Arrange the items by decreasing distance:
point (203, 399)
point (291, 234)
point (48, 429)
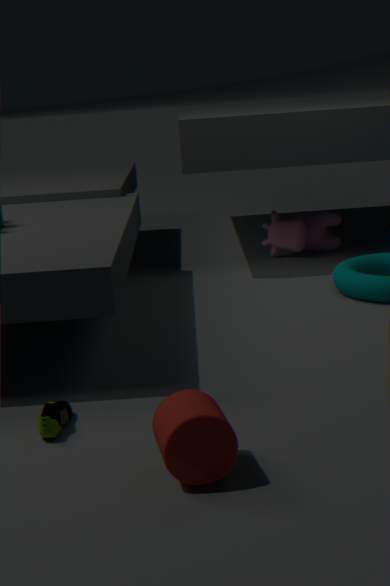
point (291, 234) → point (48, 429) → point (203, 399)
